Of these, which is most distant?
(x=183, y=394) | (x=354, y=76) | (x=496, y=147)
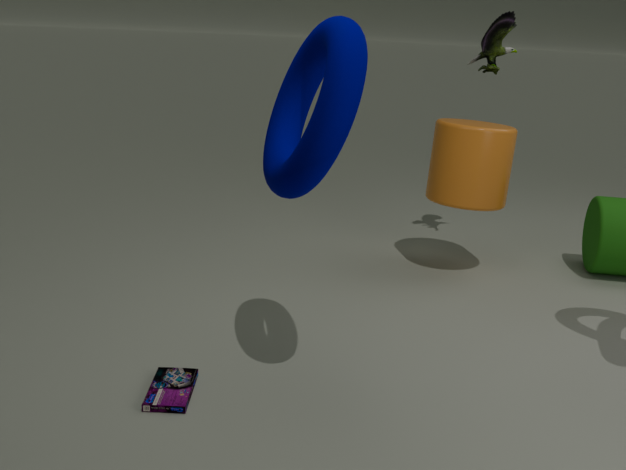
(x=496, y=147)
